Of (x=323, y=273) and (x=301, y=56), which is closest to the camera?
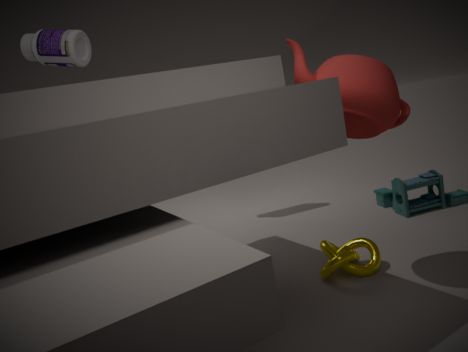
(x=301, y=56)
